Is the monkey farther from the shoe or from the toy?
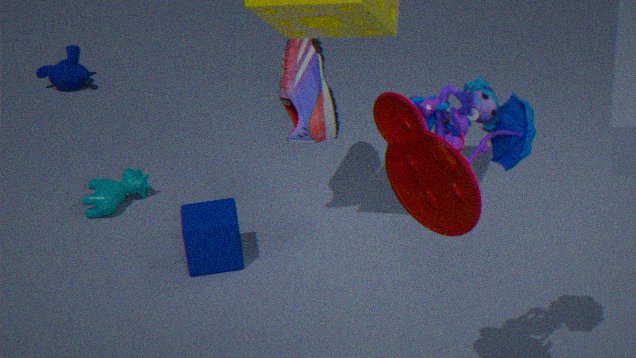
the toy
